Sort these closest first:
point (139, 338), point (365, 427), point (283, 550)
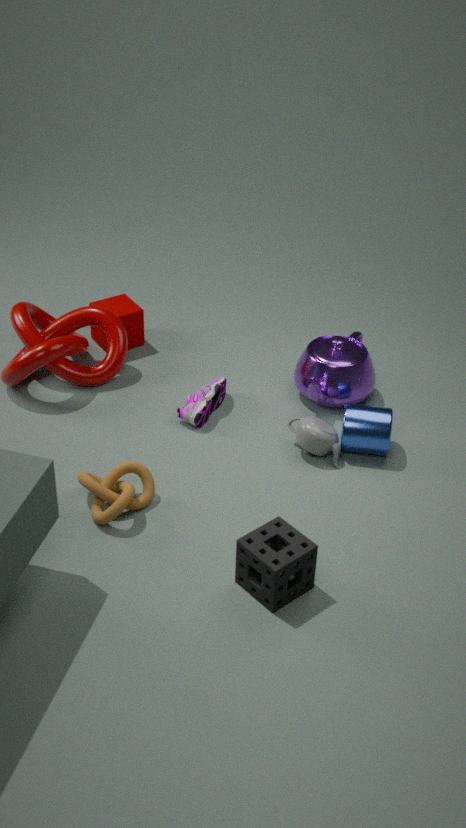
point (283, 550) → point (365, 427) → point (139, 338)
